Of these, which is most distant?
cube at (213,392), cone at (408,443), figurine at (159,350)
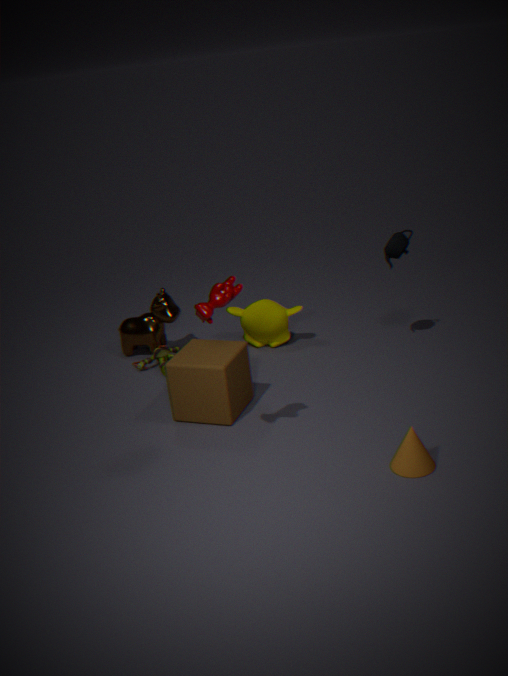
figurine at (159,350)
